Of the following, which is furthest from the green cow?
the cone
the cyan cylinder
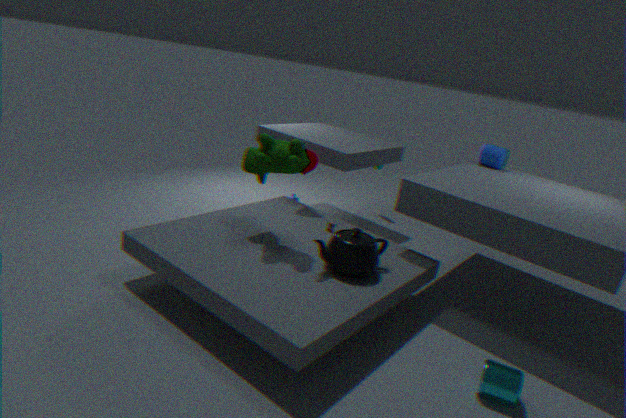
the cyan cylinder
